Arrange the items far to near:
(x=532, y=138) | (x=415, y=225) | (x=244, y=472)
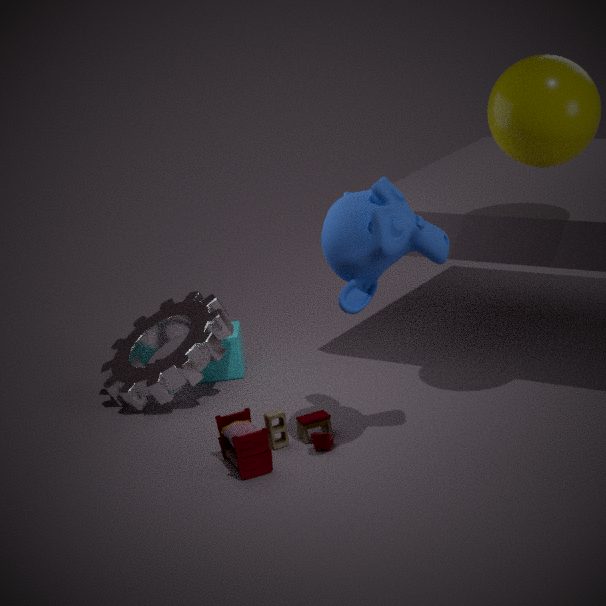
(x=244, y=472) → (x=532, y=138) → (x=415, y=225)
